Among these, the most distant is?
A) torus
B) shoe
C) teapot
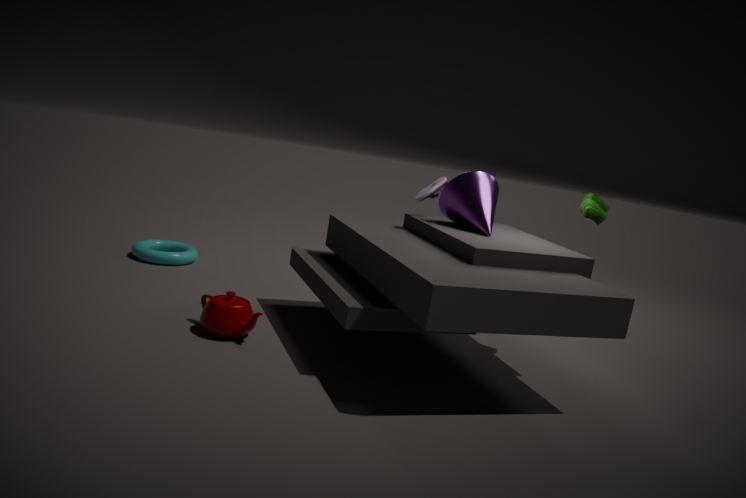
torus
